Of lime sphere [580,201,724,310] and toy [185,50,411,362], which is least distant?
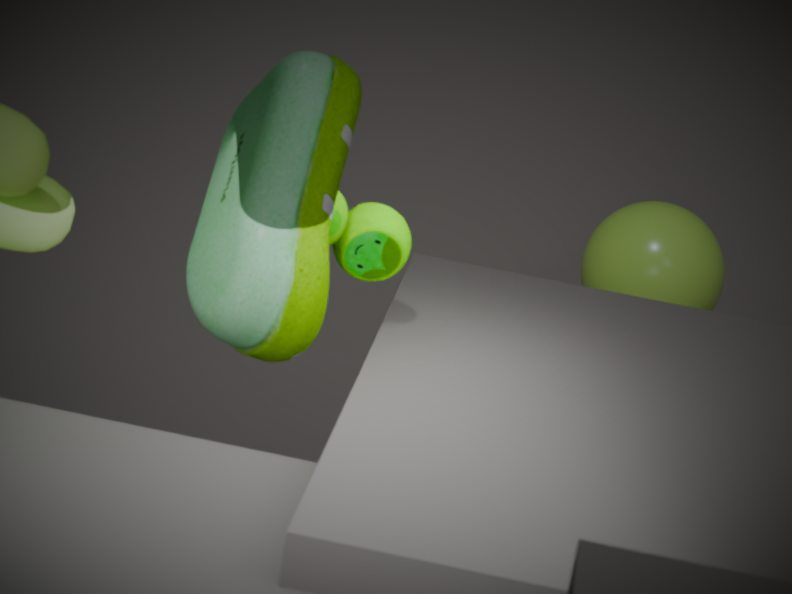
toy [185,50,411,362]
